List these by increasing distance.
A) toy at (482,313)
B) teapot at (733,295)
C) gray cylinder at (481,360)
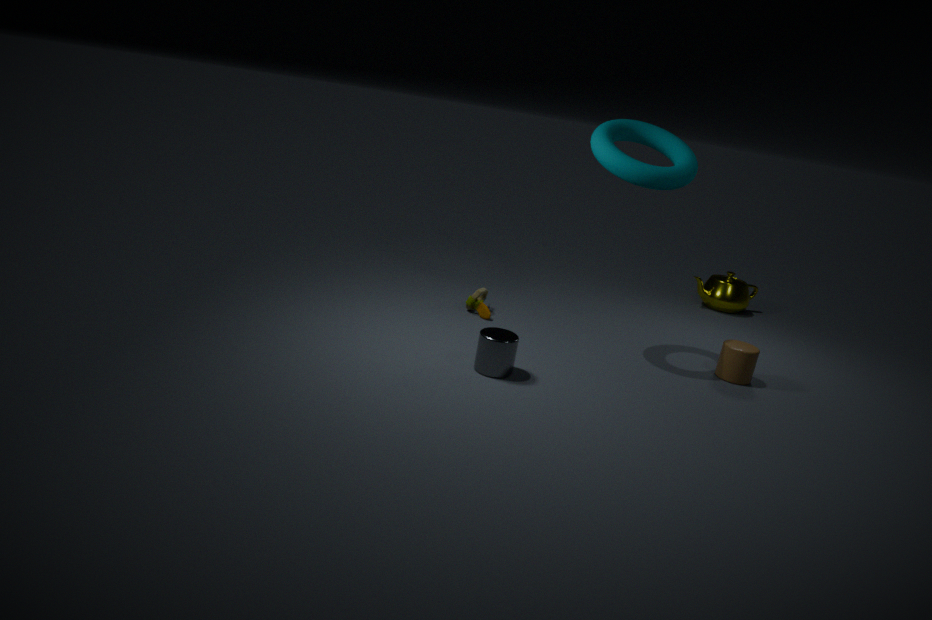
gray cylinder at (481,360) < toy at (482,313) < teapot at (733,295)
